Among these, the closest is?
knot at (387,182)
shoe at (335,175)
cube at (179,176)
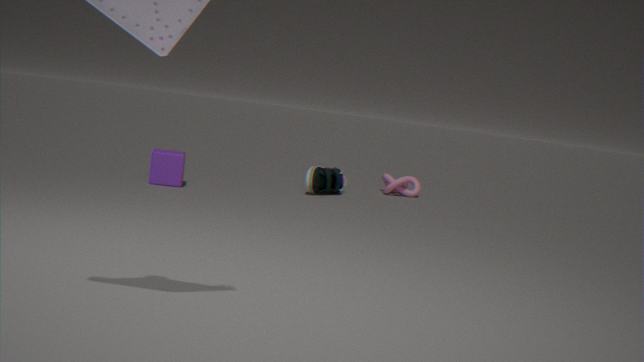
cube at (179,176)
